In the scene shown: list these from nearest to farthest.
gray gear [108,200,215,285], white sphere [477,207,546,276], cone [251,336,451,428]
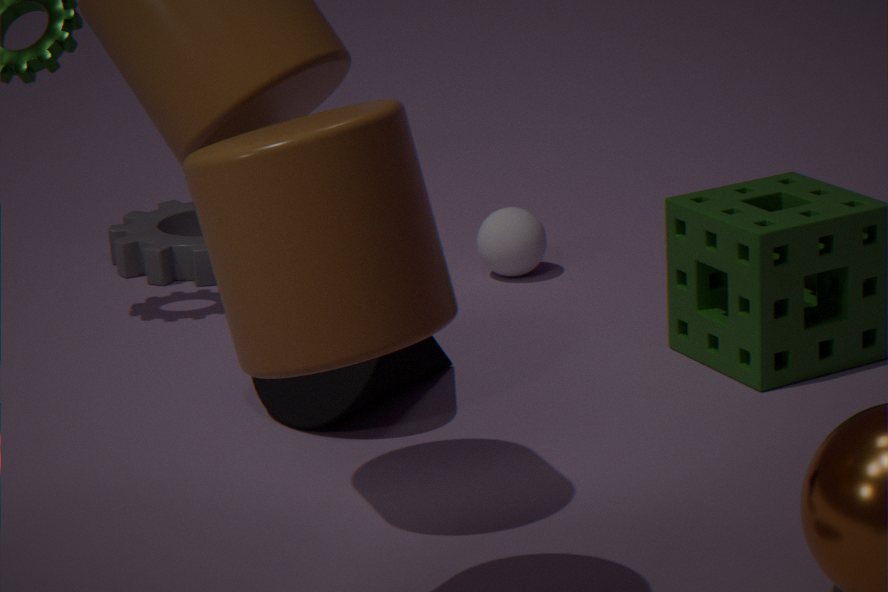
cone [251,336,451,428], white sphere [477,207,546,276], gray gear [108,200,215,285]
